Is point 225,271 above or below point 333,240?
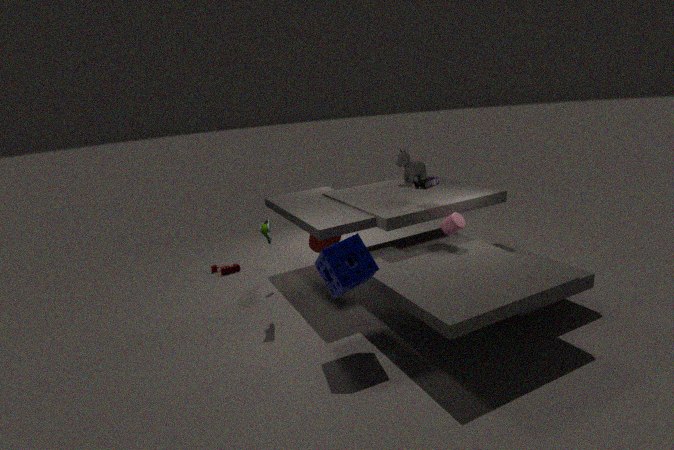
below
